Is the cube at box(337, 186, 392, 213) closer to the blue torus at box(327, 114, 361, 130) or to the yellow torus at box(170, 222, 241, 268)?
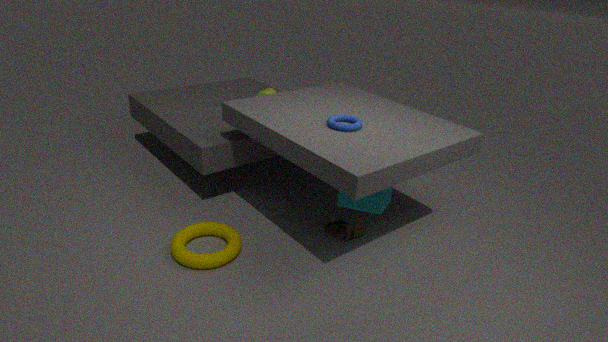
the blue torus at box(327, 114, 361, 130)
